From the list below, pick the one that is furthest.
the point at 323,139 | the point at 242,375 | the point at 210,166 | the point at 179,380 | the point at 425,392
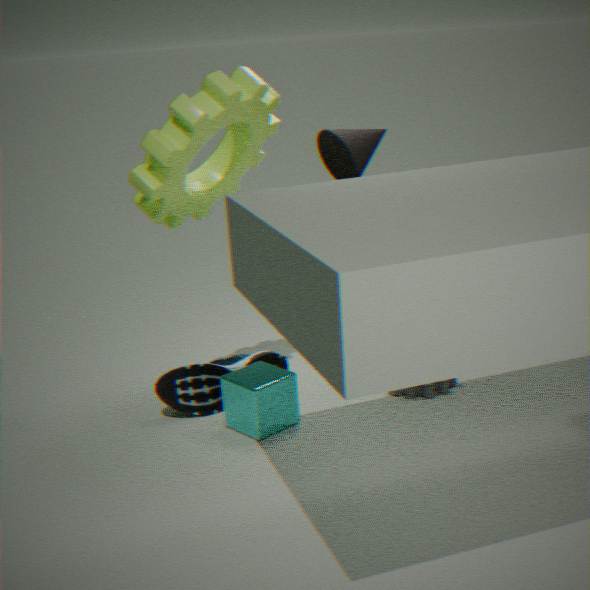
the point at 425,392
